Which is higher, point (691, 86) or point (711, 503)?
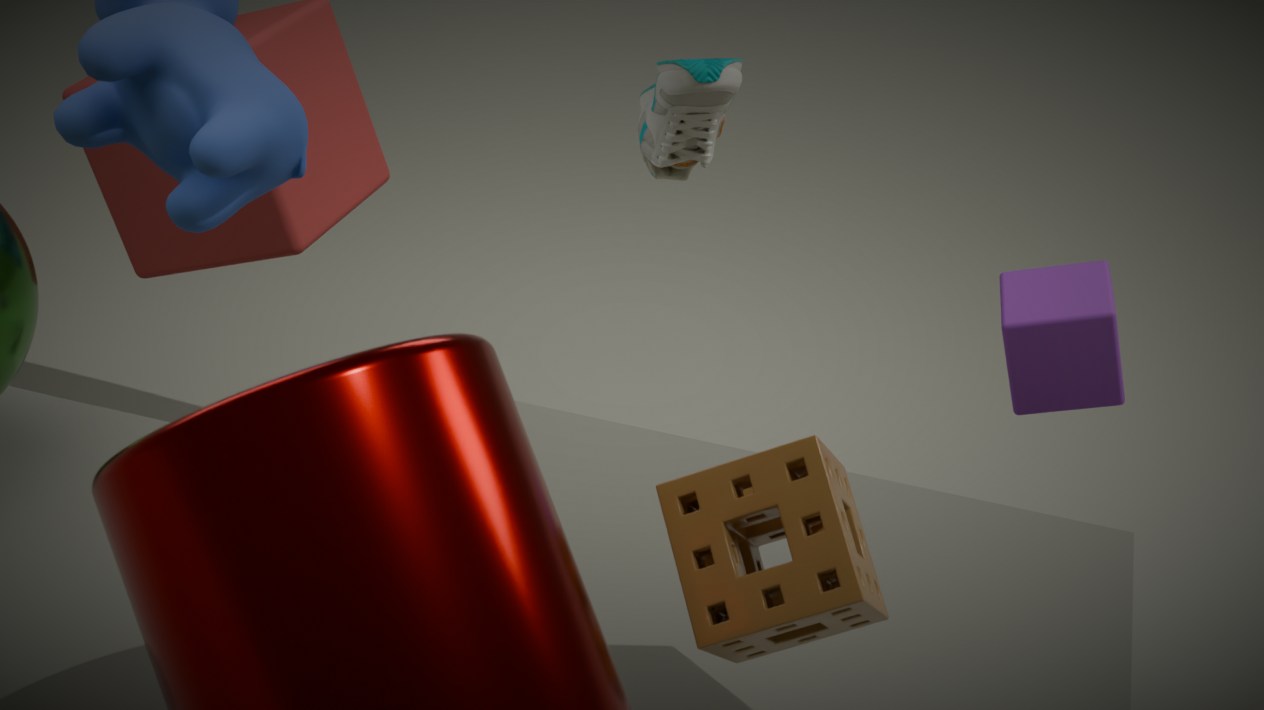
point (691, 86)
